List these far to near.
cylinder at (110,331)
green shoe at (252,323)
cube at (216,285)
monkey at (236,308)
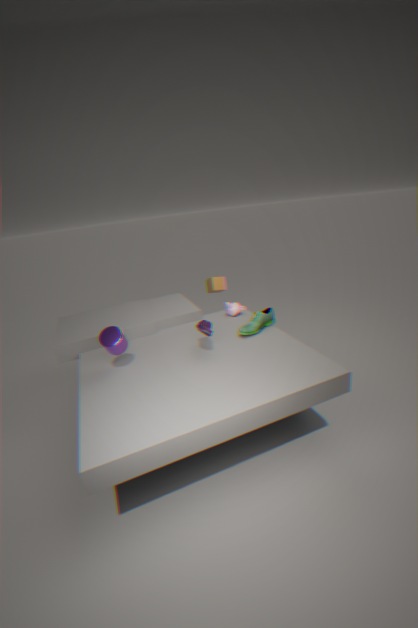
1. cube at (216,285)
2. monkey at (236,308)
3. green shoe at (252,323)
4. cylinder at (110,331)
